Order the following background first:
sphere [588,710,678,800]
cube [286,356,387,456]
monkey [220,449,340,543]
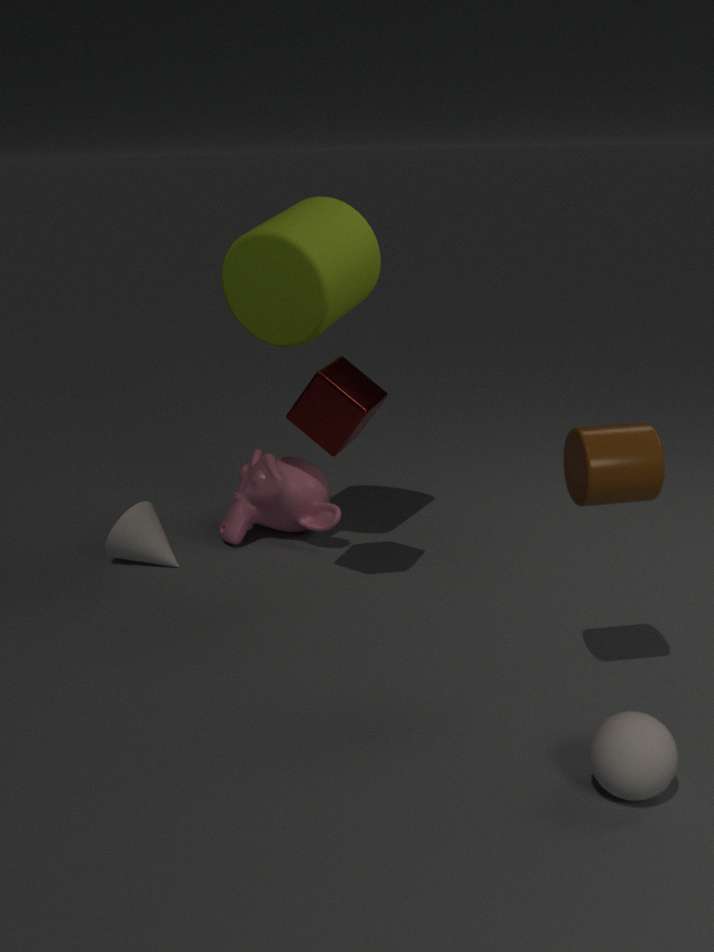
monkey [220,449,340,543], cube [286,356,387,456], sphere [588,710,678,800]
